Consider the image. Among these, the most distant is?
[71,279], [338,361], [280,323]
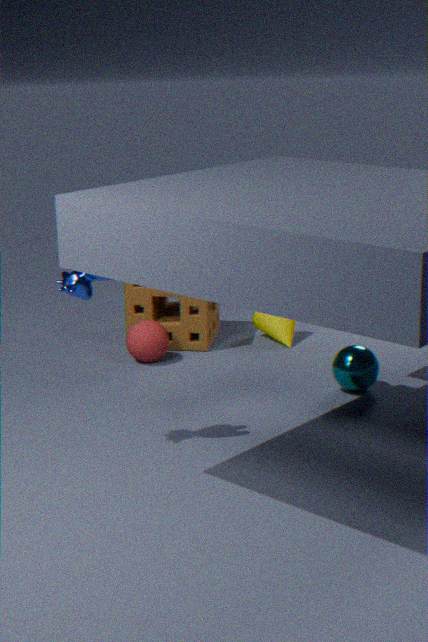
[280,323]
